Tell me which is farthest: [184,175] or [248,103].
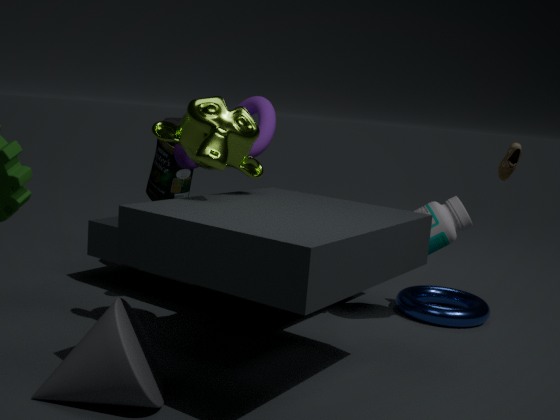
[184,175]
